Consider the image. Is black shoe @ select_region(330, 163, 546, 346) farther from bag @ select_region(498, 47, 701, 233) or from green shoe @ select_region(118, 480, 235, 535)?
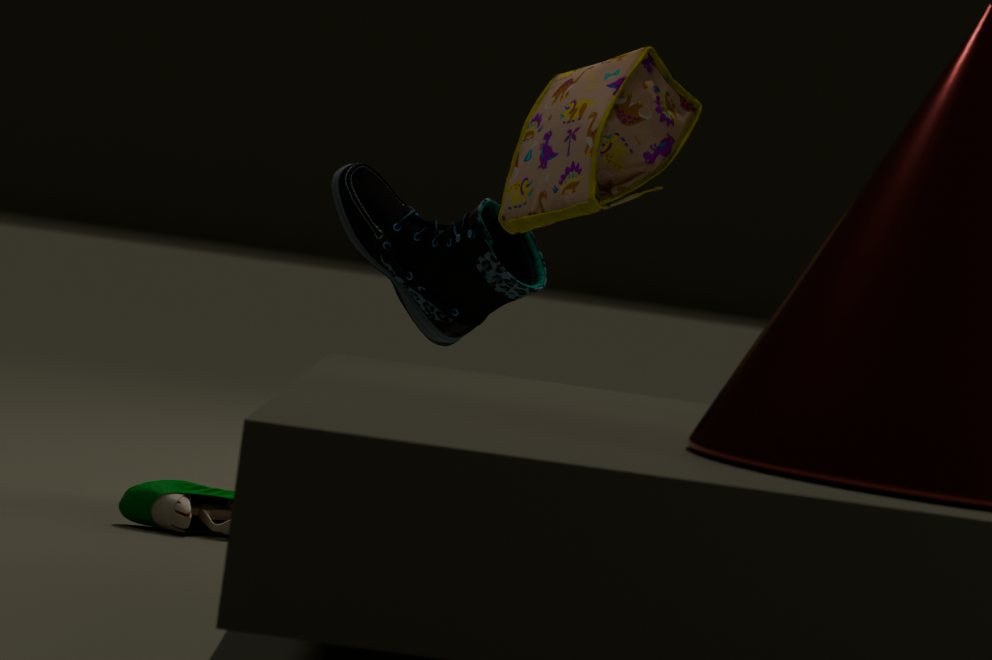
green shoe @ select_region(118, 480, 235, 535)
